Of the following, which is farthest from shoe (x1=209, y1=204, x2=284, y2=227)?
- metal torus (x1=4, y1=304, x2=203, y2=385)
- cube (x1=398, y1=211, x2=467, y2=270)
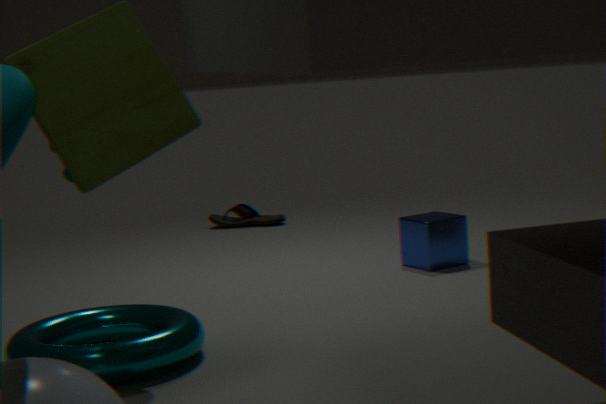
metal torus (x1=4, y1=304, x2=203, y2=385)
